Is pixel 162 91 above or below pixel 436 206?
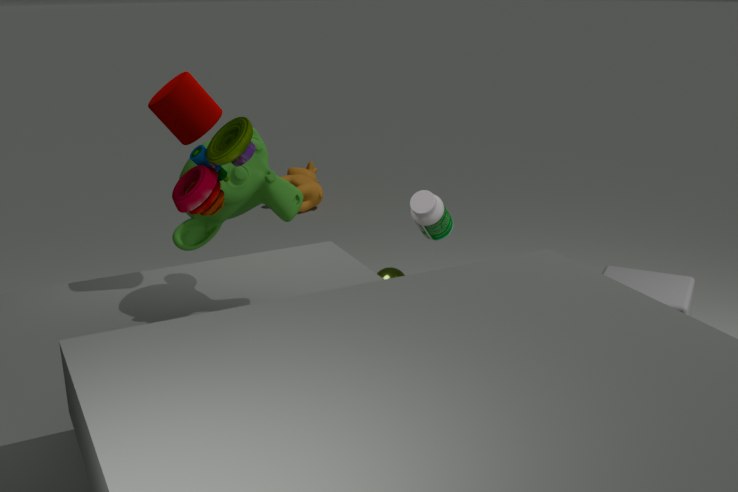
above
